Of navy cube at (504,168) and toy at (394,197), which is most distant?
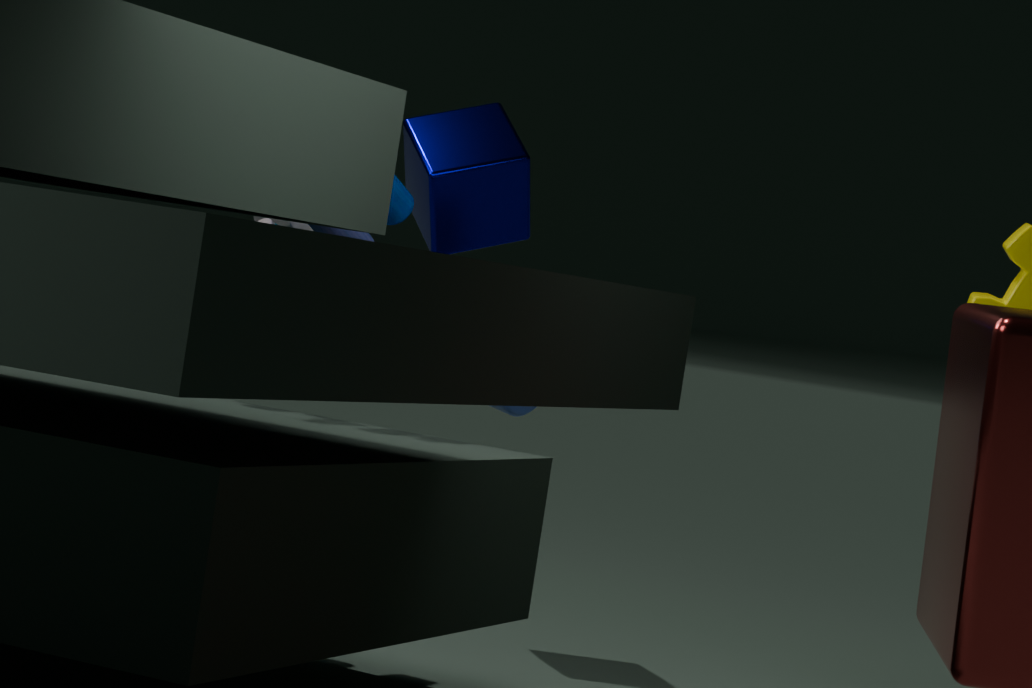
navy cube at (504,168)
